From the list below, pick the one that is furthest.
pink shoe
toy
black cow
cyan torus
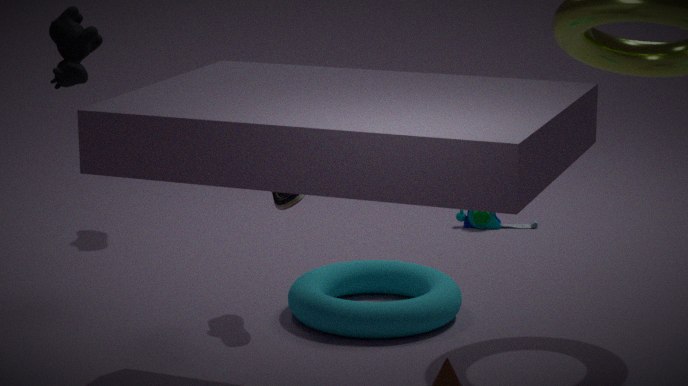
toy
